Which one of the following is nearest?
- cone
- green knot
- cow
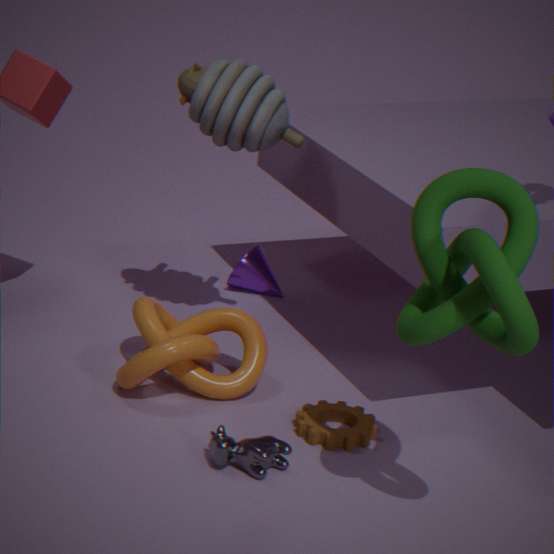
green knot
